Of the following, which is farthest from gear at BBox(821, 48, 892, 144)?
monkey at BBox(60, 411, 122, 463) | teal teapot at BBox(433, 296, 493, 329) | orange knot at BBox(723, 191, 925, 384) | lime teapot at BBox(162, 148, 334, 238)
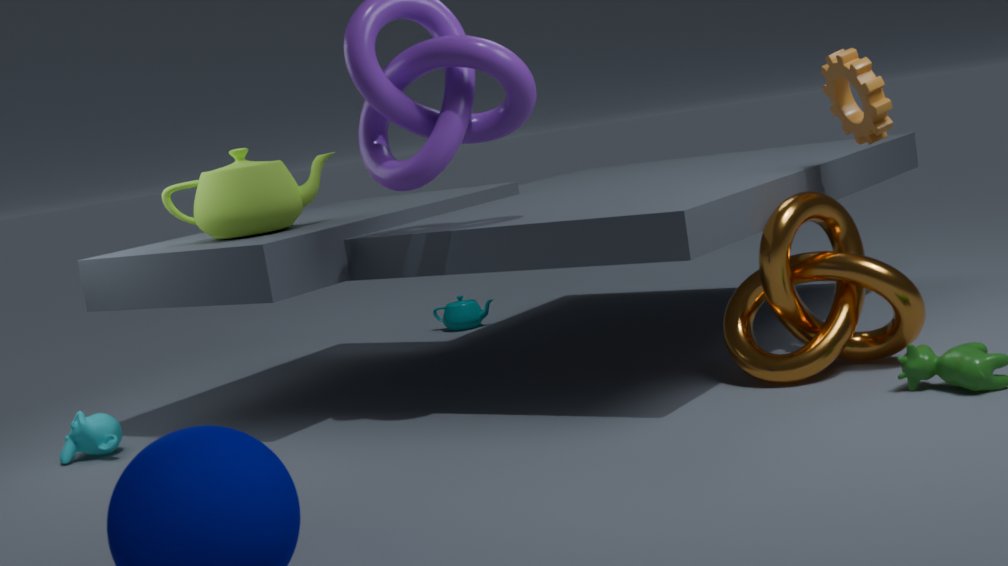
monkey at BBox(60, 411, 122, 463)
